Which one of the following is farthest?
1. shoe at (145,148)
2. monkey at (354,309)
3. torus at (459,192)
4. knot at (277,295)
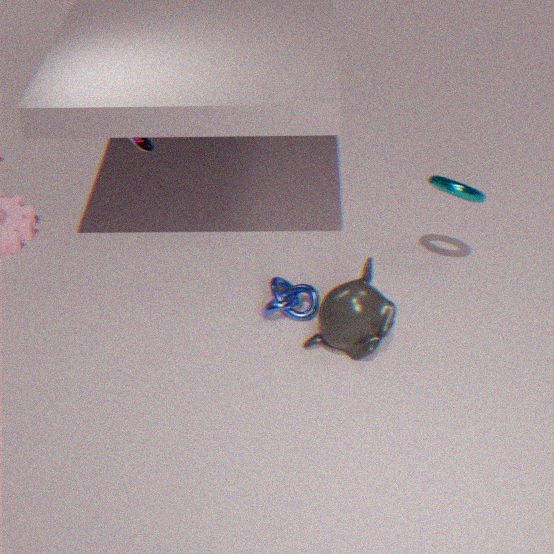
shoe at (145,148)
